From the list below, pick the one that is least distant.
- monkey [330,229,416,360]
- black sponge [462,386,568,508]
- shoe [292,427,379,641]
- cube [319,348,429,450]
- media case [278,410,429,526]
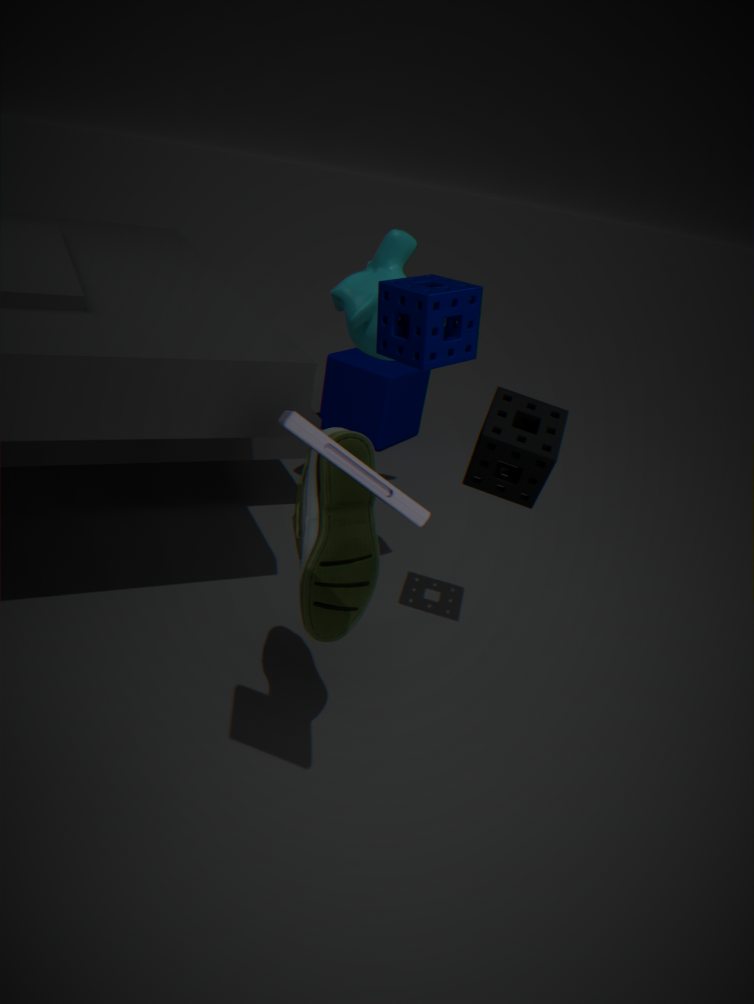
media case [278,410,429,526]
